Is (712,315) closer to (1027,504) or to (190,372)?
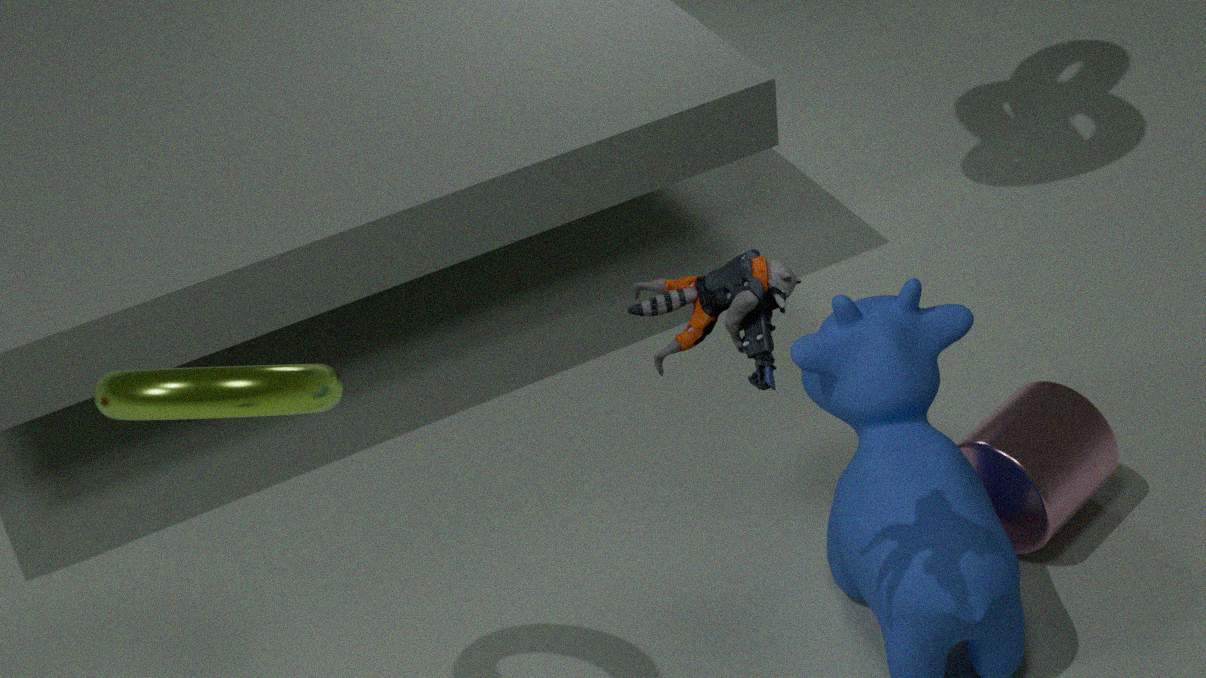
(190,372)
